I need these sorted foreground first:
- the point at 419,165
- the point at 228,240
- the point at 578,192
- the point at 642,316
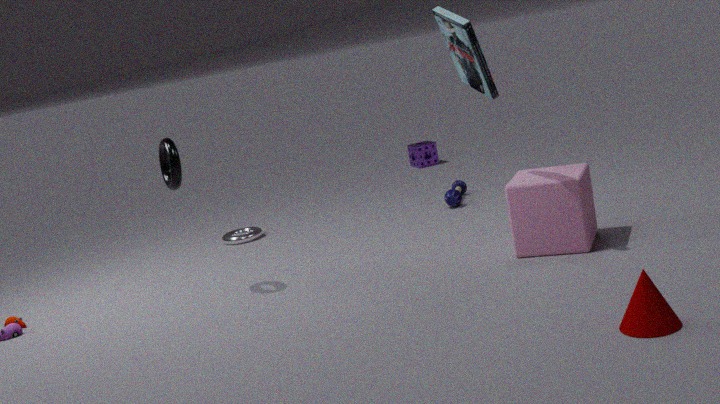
1. the point at 642,316
2. the point at 578,192
3. the point at 228,240
4. the point at 419,165
